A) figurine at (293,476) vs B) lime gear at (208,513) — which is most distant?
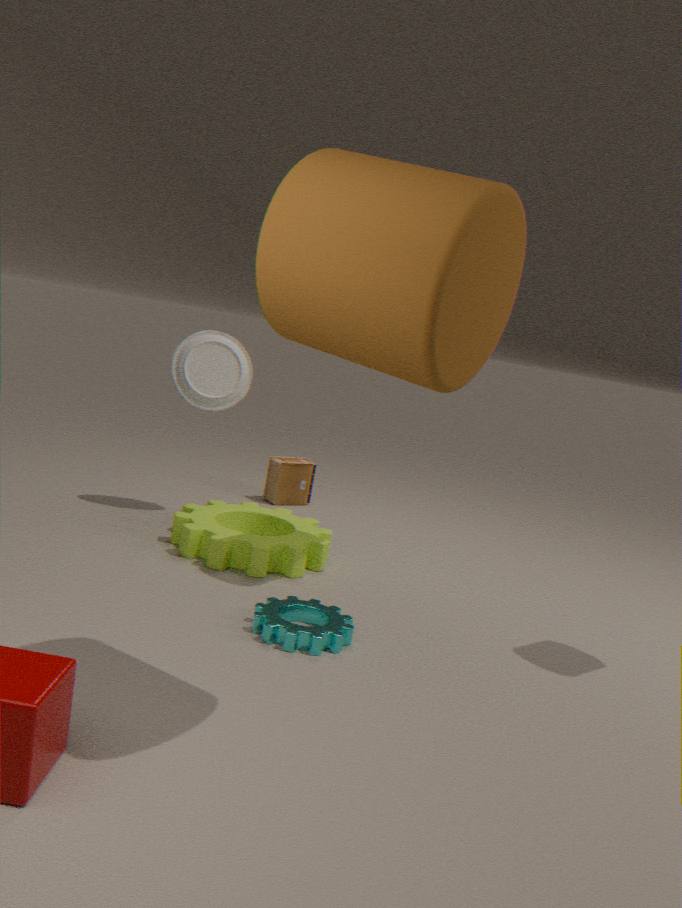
A. figurine at (293,476)
